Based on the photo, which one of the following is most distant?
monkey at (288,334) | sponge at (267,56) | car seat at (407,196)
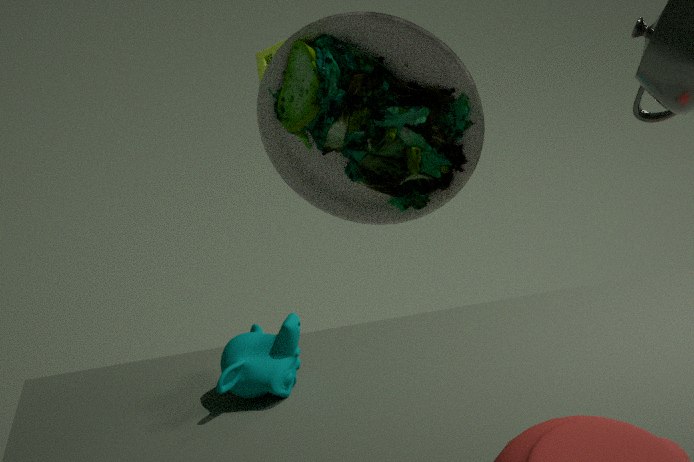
sponge at (267,56)
